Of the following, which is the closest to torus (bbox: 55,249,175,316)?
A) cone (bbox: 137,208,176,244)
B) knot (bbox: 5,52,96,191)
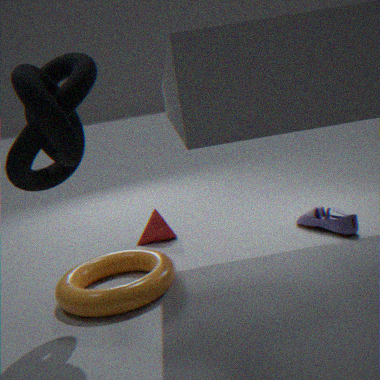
cone (bbox: 137,208,176,244)
